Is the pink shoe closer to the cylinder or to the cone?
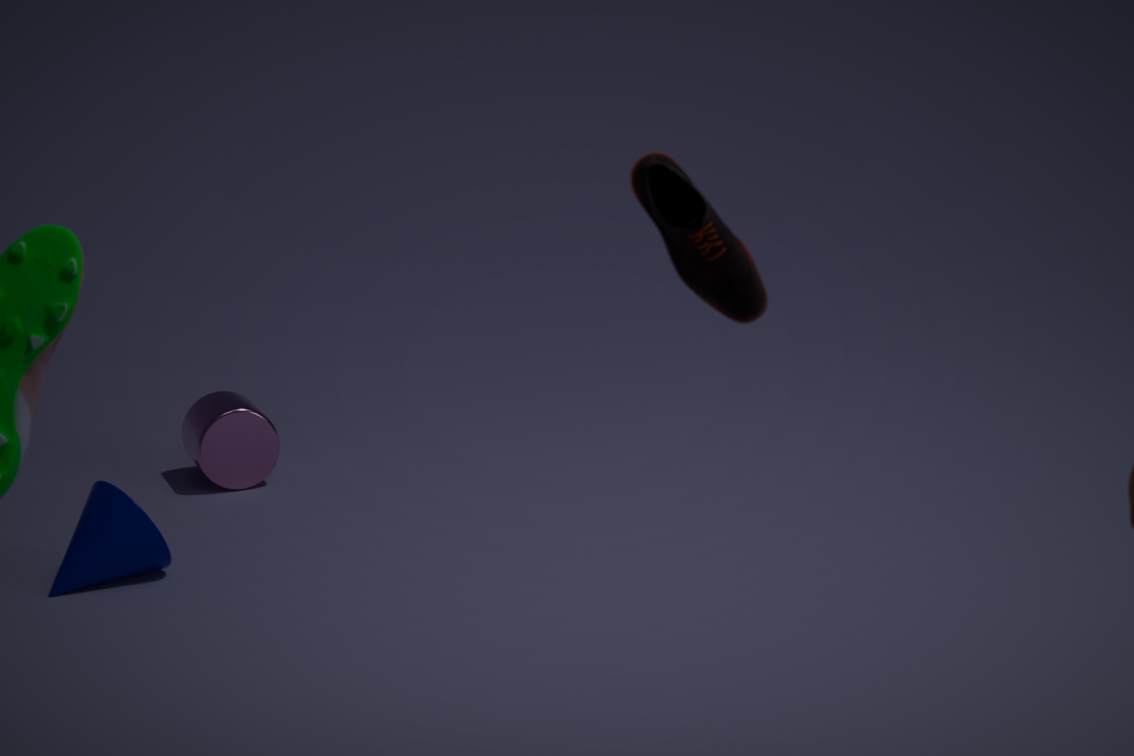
the cone
